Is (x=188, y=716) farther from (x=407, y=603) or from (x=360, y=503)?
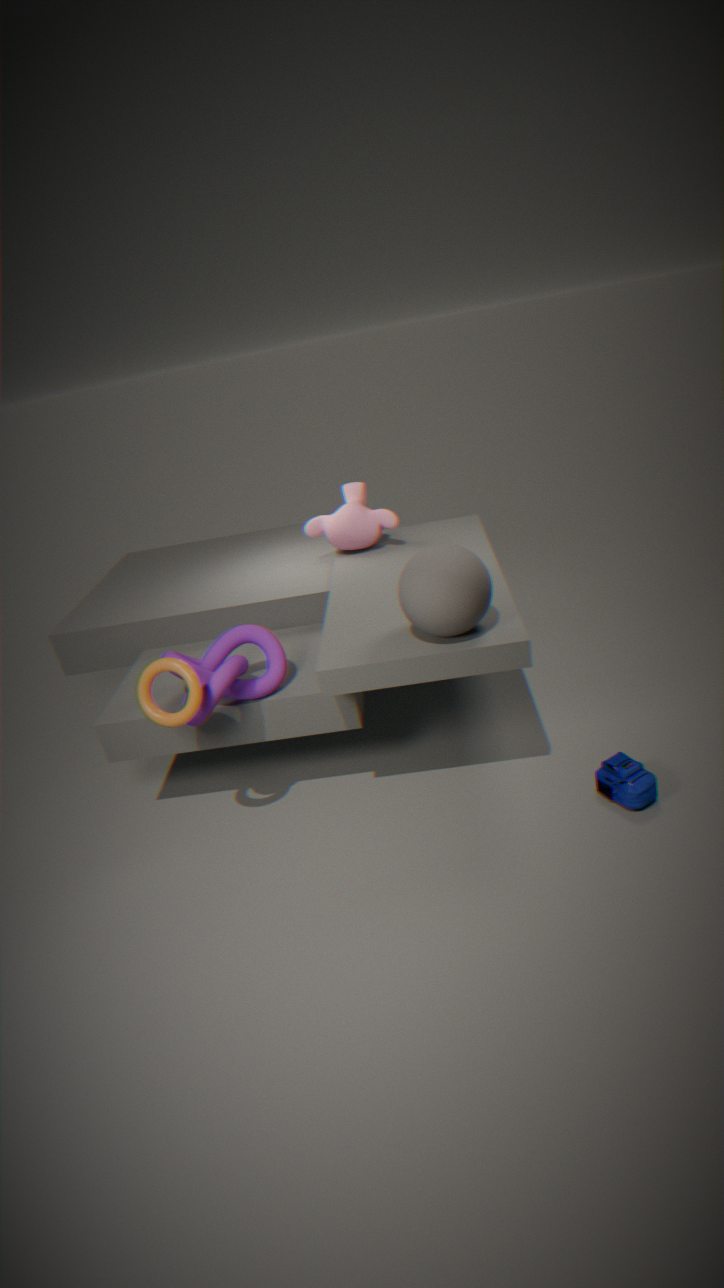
(x=360, y=503)
